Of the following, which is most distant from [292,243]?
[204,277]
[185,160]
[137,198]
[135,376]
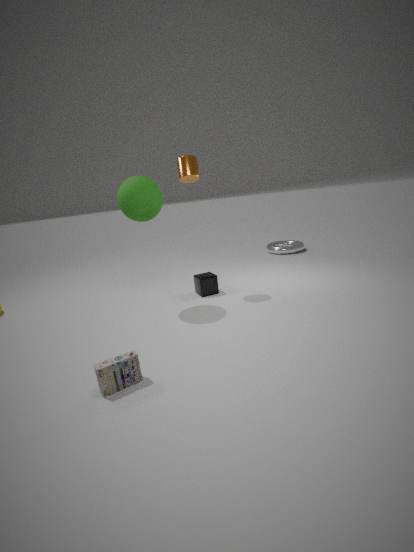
[135,376]
